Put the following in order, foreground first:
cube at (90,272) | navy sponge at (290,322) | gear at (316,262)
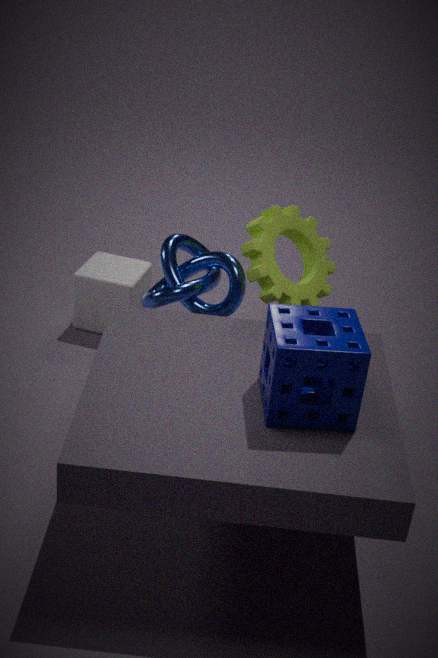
navy sponge at (290,322) < gear at (316,262) < cube at (90,272)
